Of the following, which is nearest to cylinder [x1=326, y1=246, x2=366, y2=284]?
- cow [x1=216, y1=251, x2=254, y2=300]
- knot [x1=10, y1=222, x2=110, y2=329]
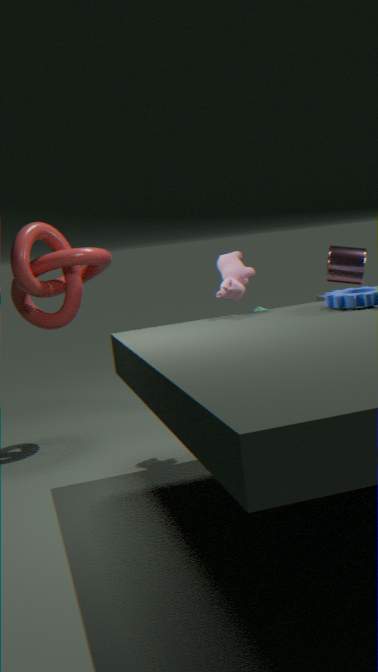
cow [x1=216, y1=251, x2=254, y2=300]
